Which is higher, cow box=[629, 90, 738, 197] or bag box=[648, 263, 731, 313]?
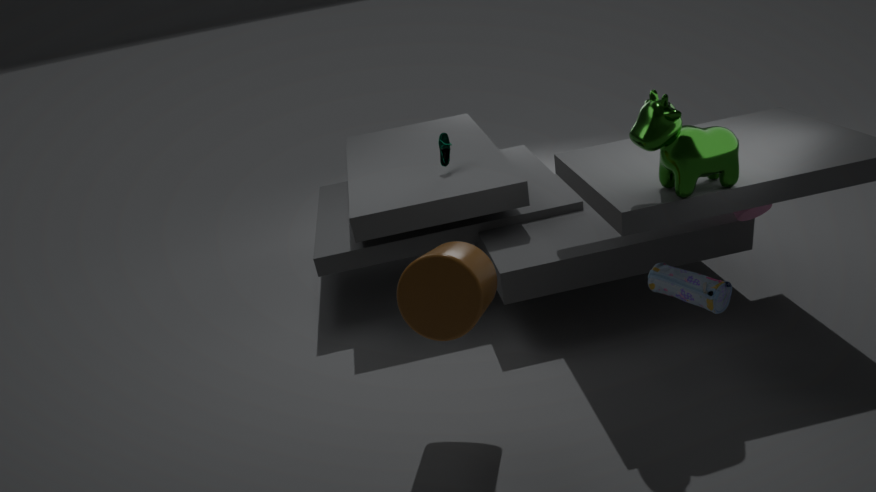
cow box=[629, 90, 738, 197]
